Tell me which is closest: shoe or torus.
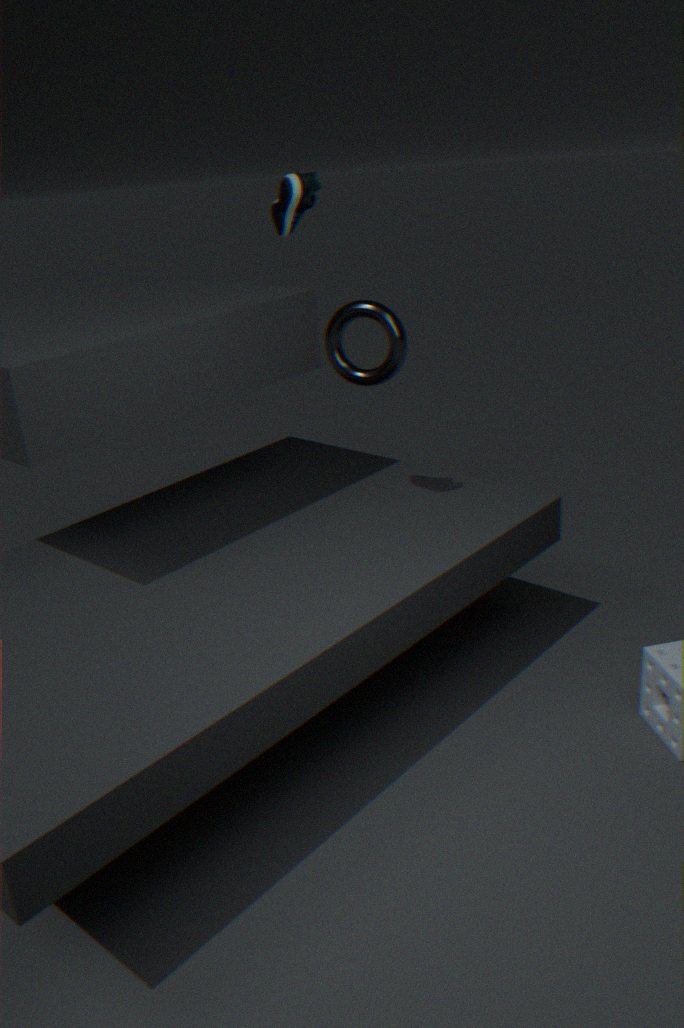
shoe
